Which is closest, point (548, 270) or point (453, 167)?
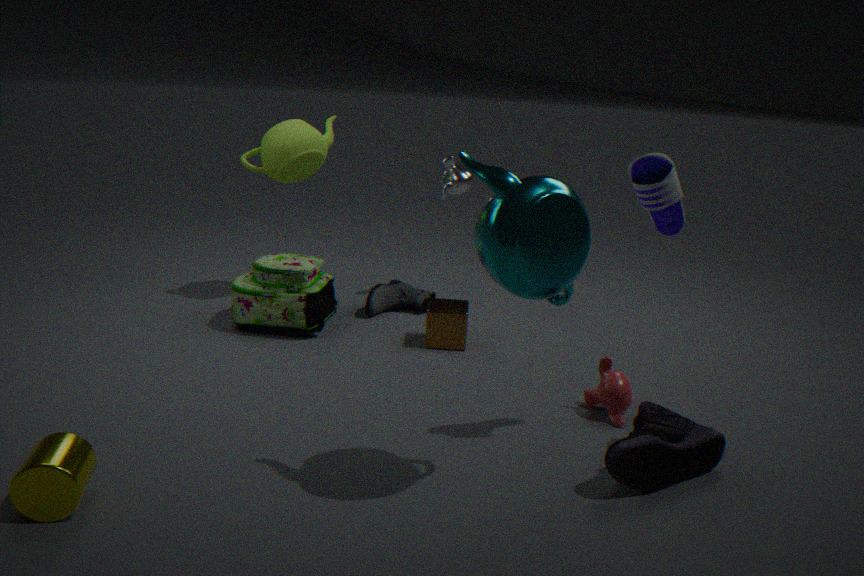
point (548, 270)
